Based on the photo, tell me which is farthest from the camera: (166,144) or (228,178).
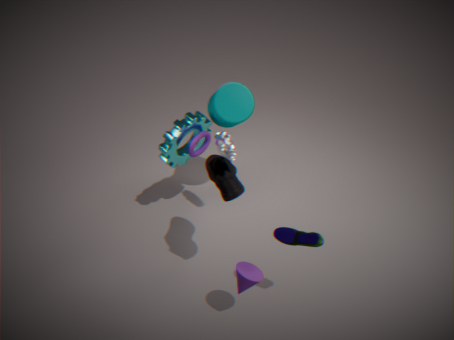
(166,144)
